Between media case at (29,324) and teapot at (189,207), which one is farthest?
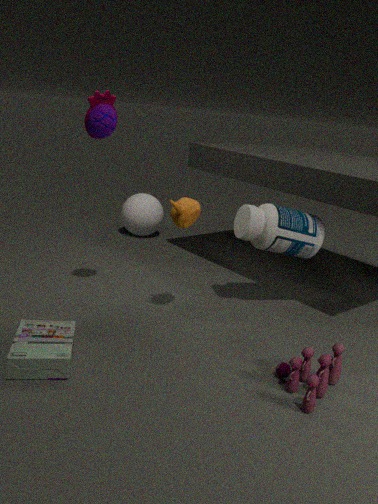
teapot at (189,207)
